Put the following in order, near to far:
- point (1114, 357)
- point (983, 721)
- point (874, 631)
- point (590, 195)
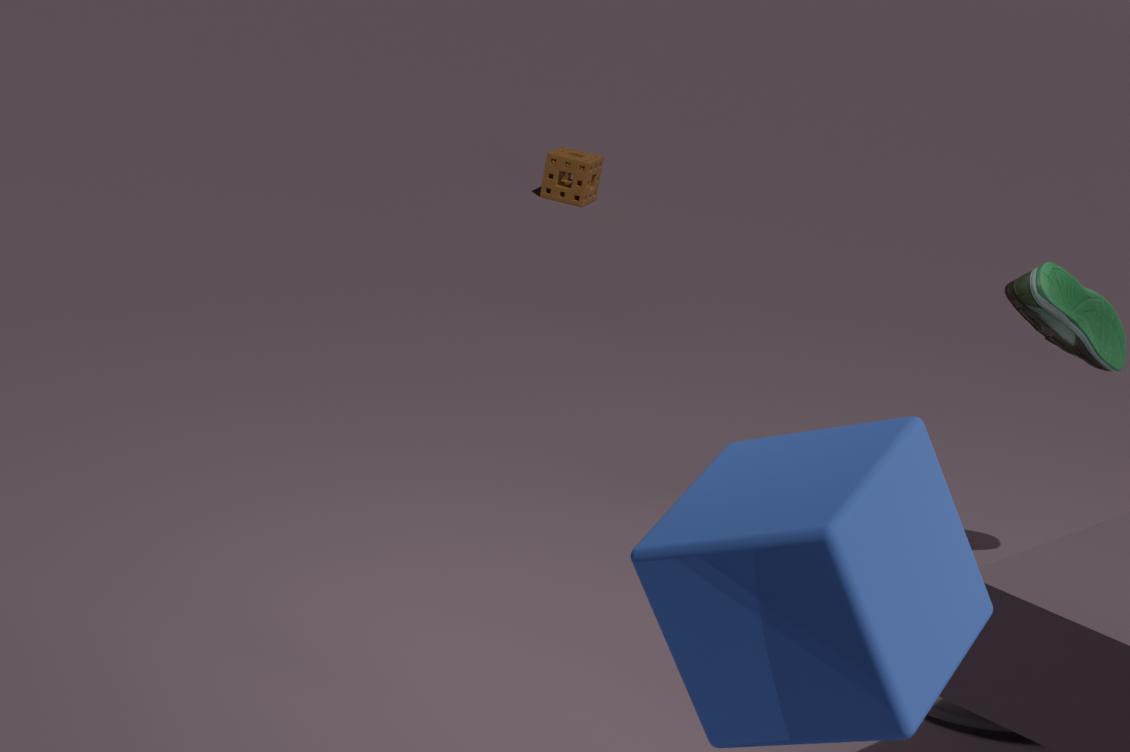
point (874, 631) → point (983, 721) → point (1114, 357) → point (590, 195)
